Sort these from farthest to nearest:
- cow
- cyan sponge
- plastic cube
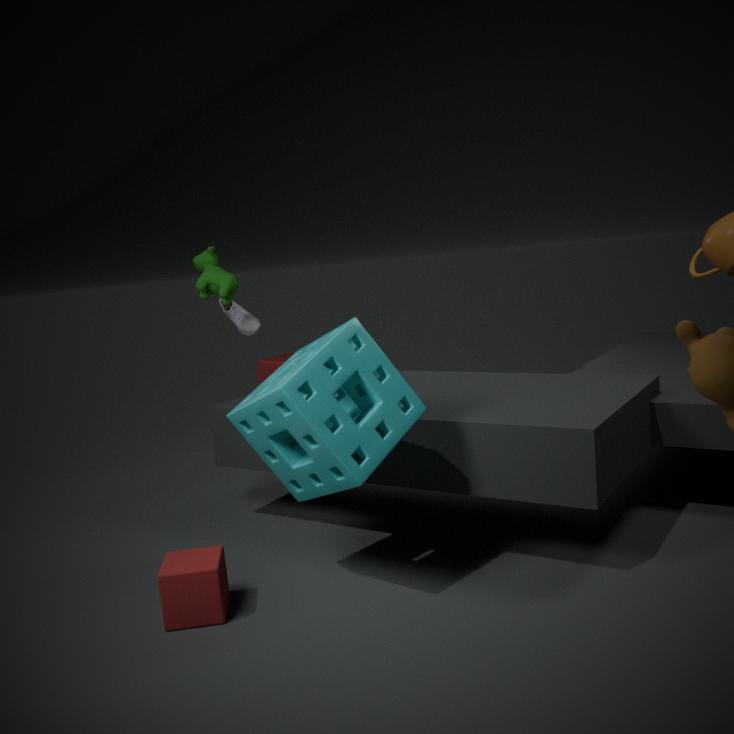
1. plastic cube
2. cow
3. cyan sponge
